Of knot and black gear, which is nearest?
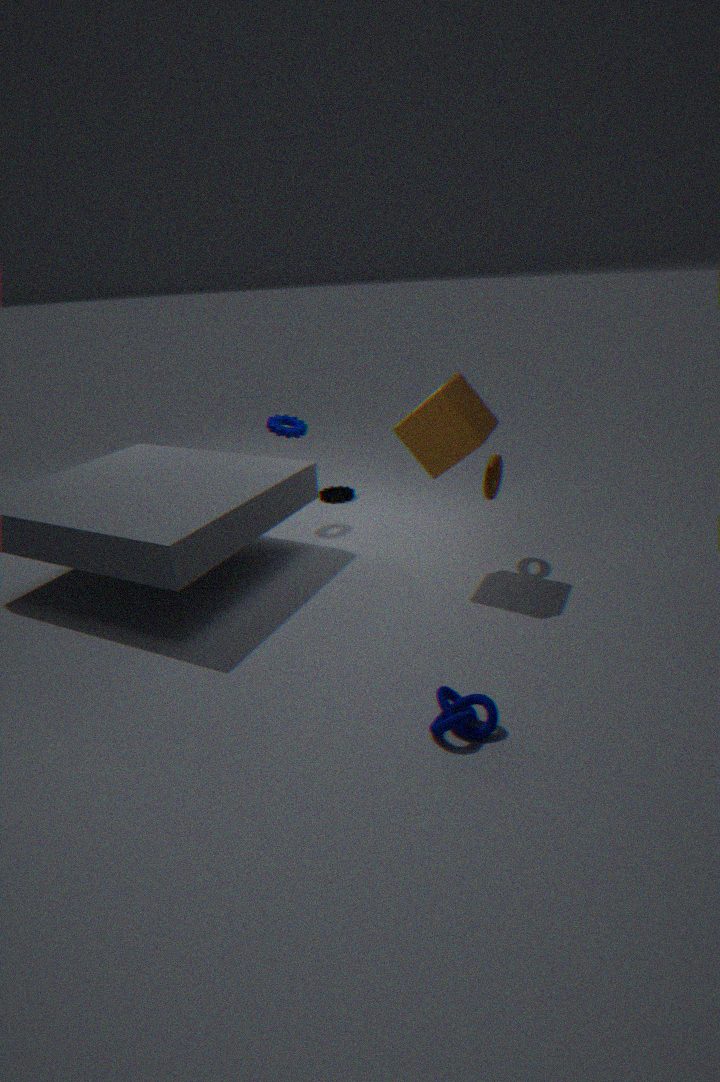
knot
